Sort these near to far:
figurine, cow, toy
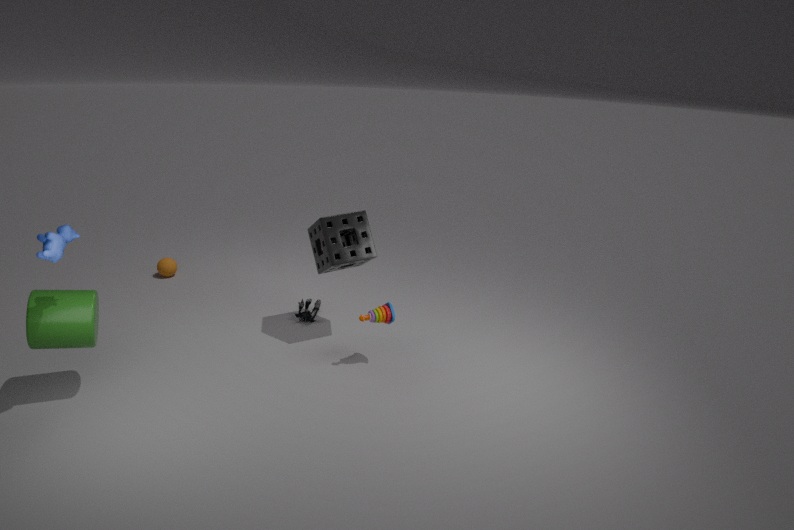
cow
toy
figurine
